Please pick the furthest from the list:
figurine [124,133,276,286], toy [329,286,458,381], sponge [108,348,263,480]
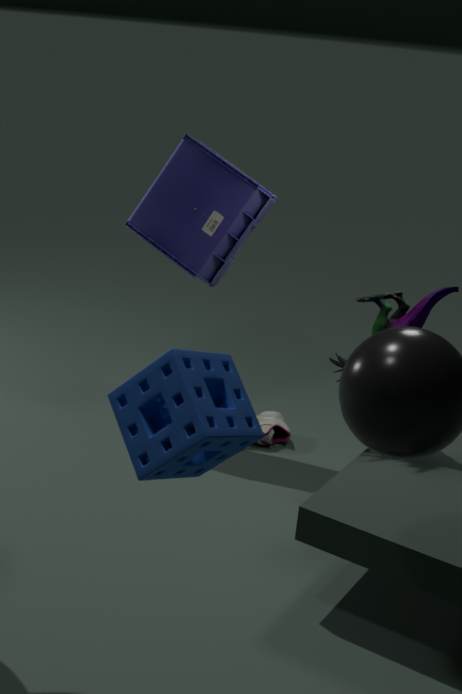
figurine [124,133,276,286]
